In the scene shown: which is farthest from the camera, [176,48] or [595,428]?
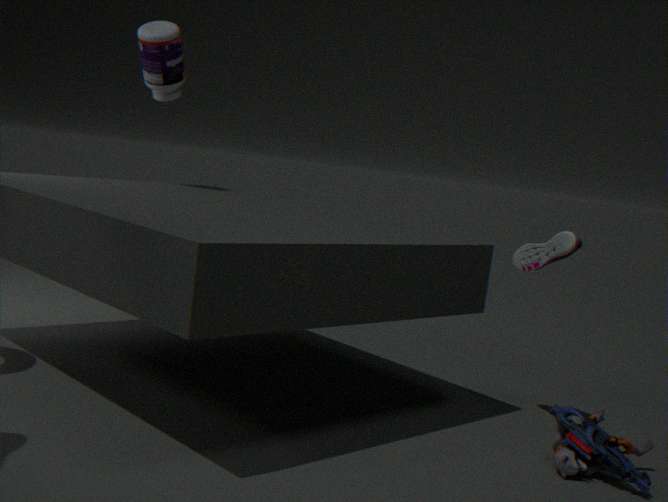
[176,48]
